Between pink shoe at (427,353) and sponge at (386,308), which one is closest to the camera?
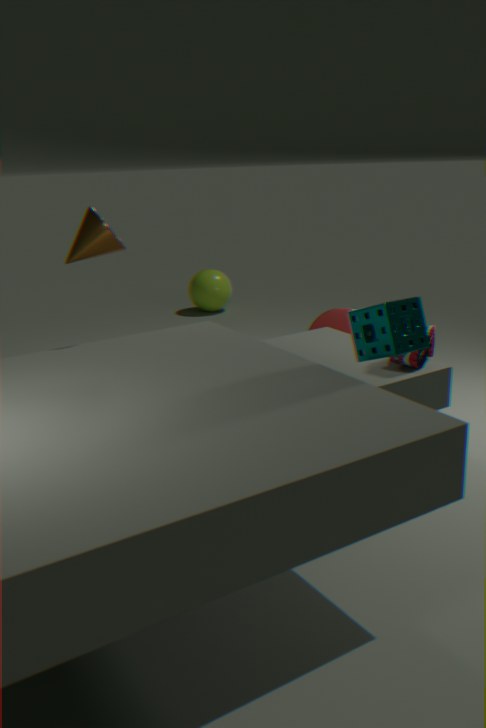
sponge at (386,308)
